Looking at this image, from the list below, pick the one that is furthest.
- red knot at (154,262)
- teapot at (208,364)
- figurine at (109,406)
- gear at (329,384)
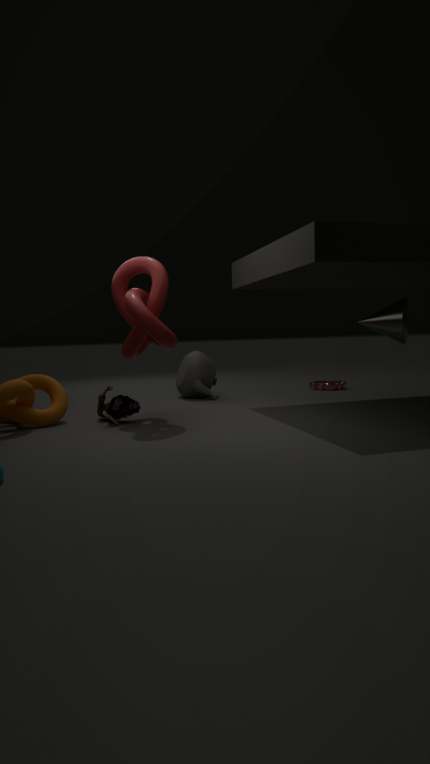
gear at (329,384)
